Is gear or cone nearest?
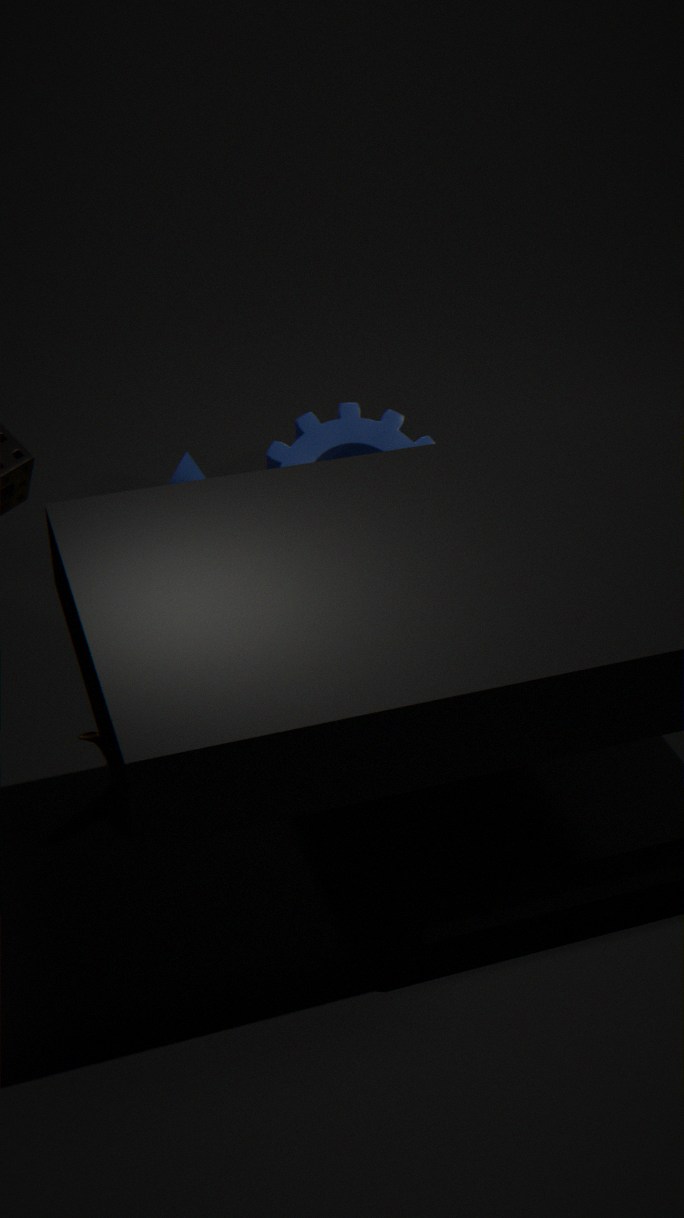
gear
